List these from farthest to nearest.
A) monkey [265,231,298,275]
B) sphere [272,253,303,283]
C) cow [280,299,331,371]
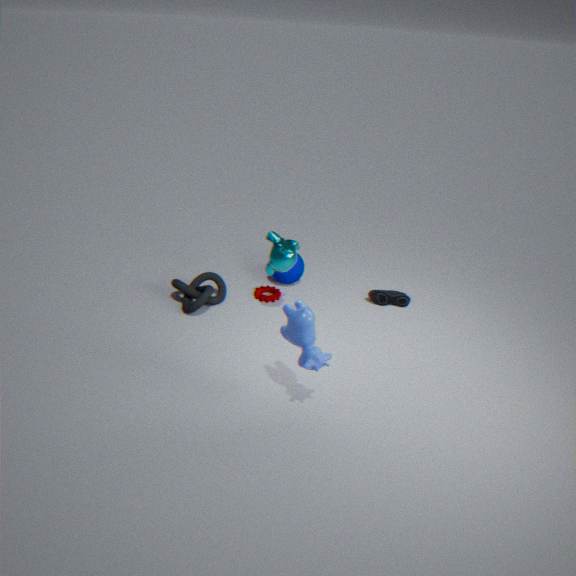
sphere [272,253,303,283] < monkey [265,231,298,275] < cow [280,299,331,371]
